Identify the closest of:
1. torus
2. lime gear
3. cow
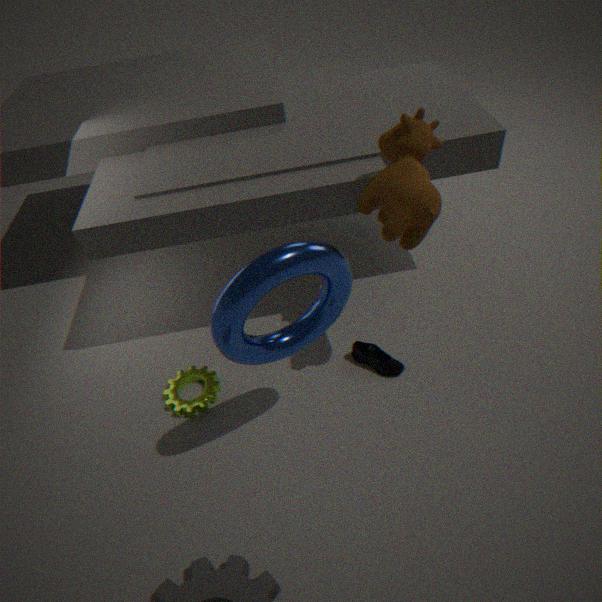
torus
